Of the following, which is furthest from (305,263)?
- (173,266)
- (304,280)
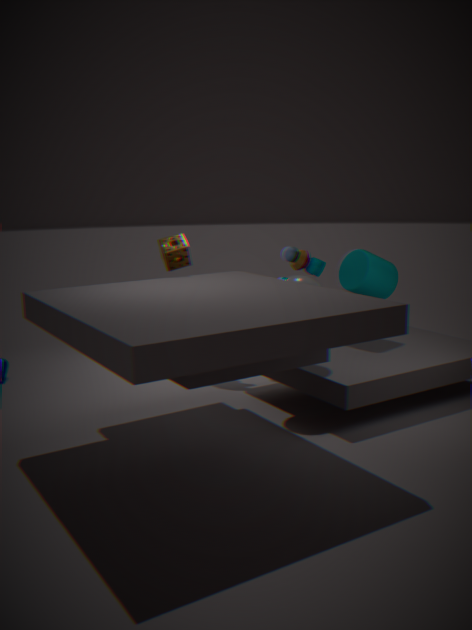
(173,266)
